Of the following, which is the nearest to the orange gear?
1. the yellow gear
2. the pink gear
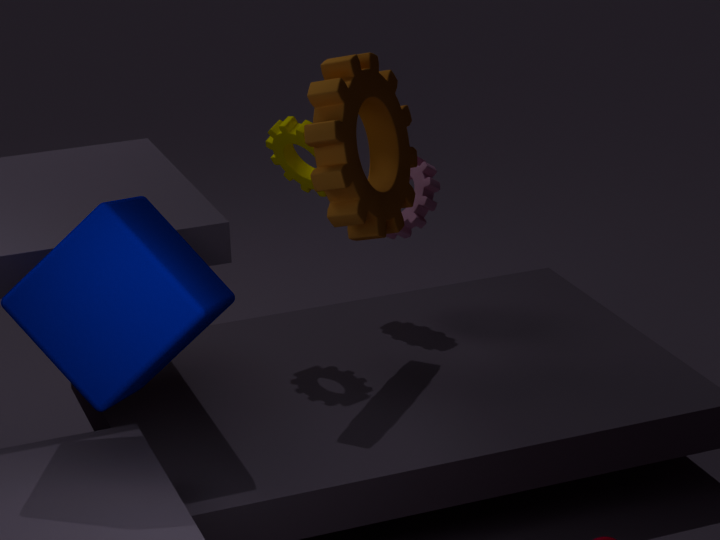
the yellow gear
